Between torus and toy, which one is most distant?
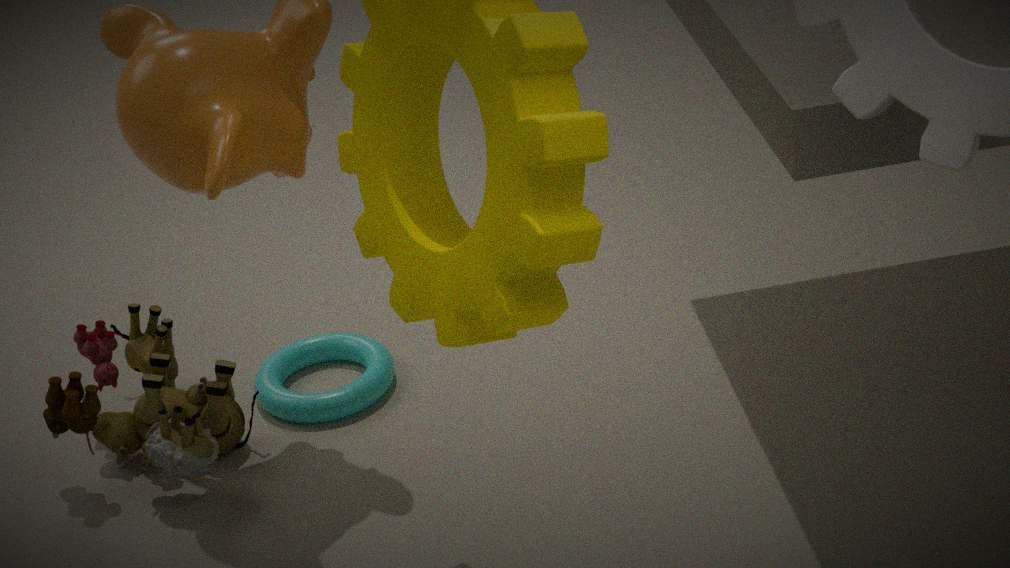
torus
